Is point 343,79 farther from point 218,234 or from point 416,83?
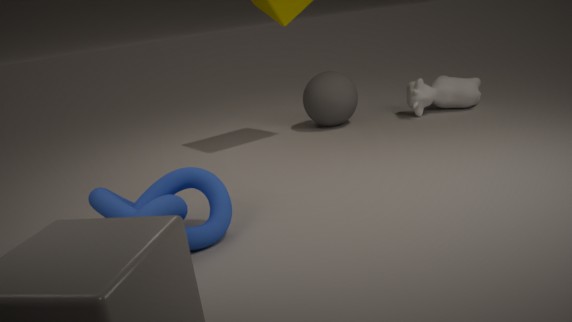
point 218,234
